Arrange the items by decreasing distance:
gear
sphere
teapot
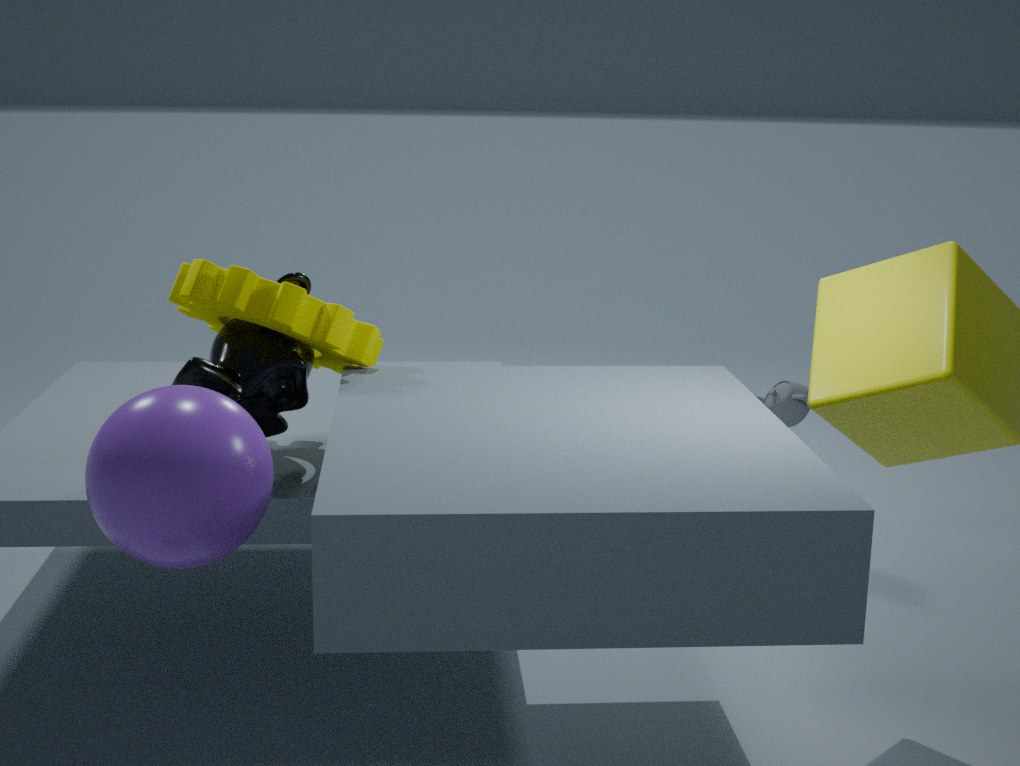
teapot, gear, sphere
